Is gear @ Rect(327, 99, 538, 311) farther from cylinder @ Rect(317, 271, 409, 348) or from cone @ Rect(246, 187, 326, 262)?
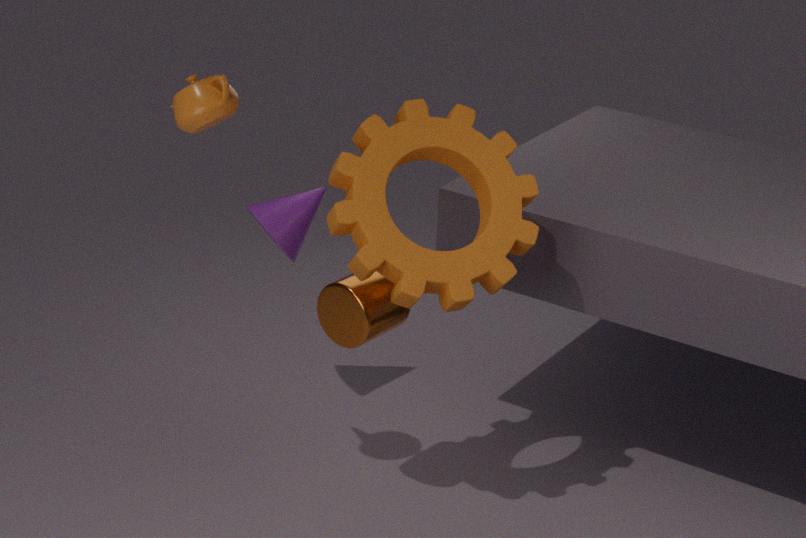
cone @ Rect(246, 187, 326, 262)
